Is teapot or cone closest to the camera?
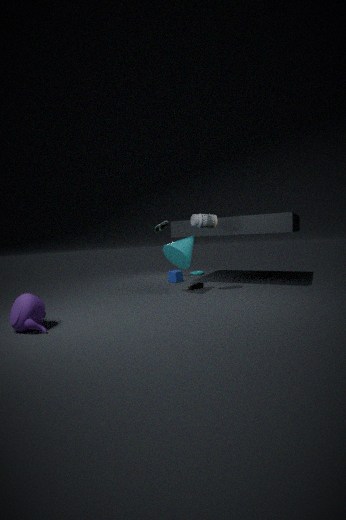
teapot
